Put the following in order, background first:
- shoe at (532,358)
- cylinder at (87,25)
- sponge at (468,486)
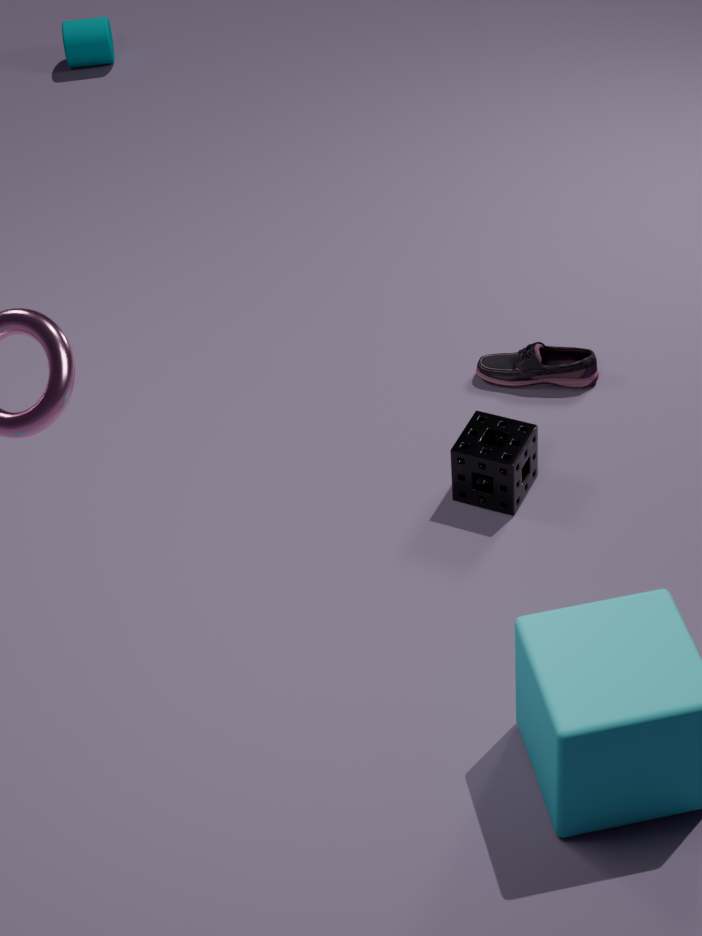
cylinder at (87,25)
shoe at (532,358)
sponge at (468,486)
